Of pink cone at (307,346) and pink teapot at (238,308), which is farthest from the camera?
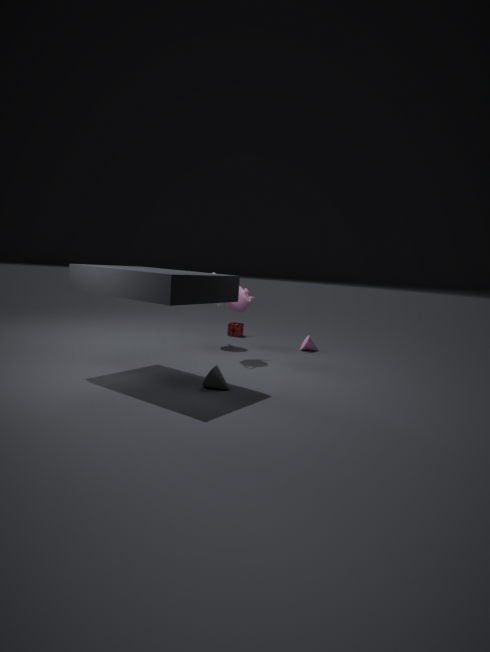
pink cone at (307,346)
